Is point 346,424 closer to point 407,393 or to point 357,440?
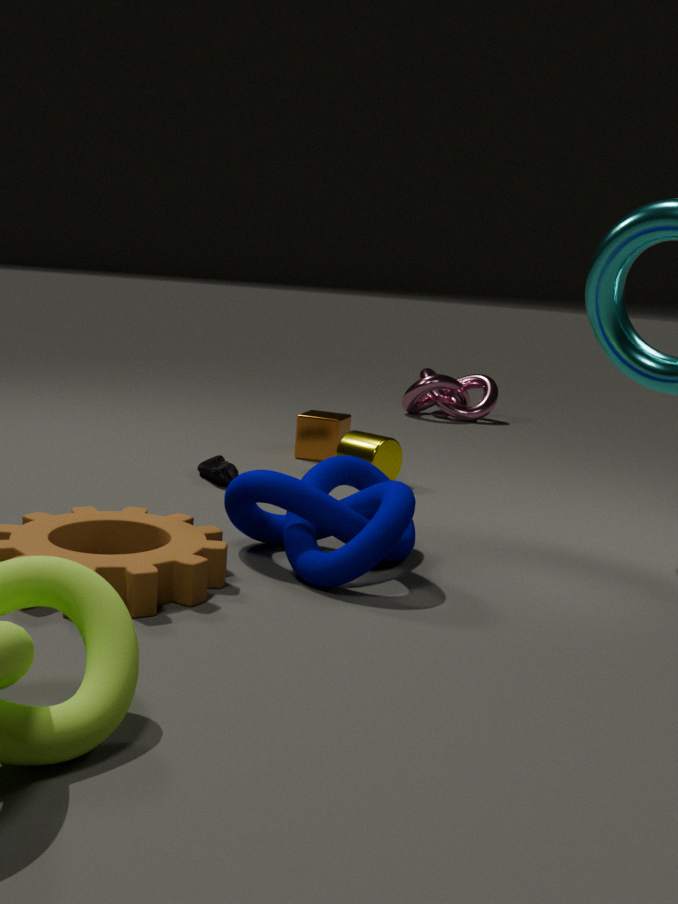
point 357,440
